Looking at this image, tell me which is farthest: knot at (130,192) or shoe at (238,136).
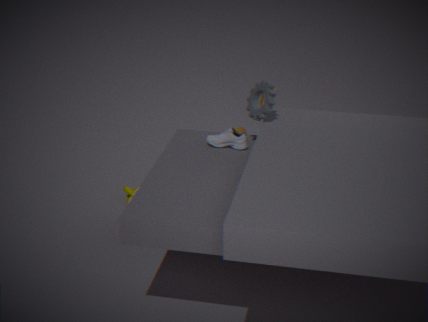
knot at (130,192)
